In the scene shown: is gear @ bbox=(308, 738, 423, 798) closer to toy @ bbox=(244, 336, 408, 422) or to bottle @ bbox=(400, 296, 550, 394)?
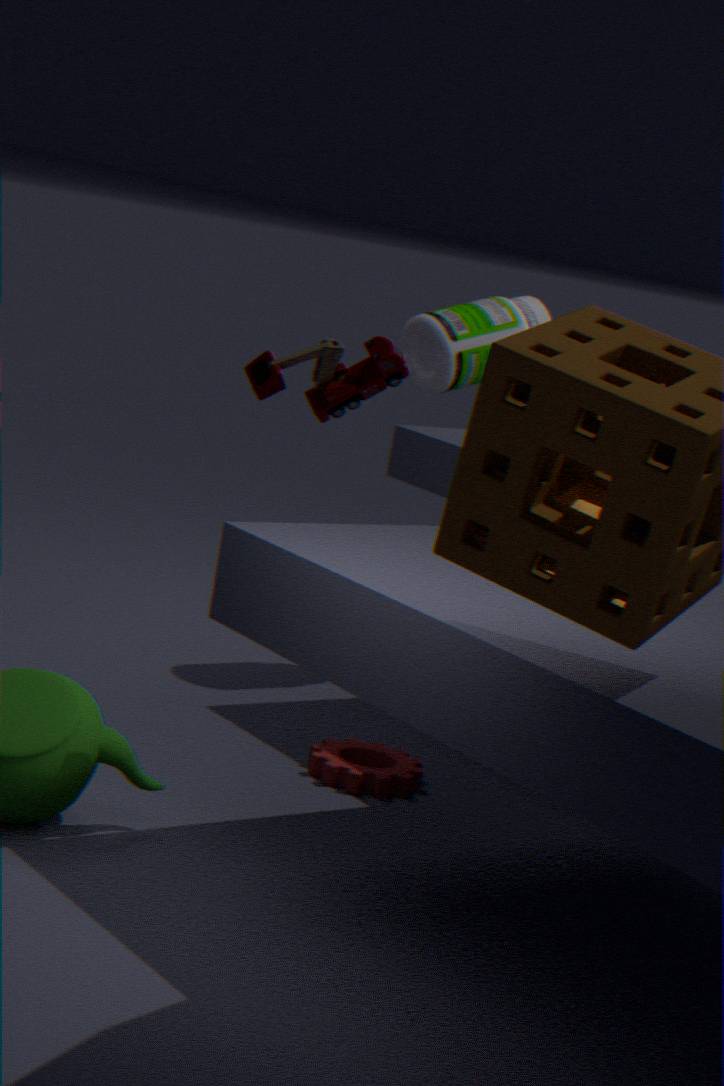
bottle @ bbox=(400, 296, 550, 394)
